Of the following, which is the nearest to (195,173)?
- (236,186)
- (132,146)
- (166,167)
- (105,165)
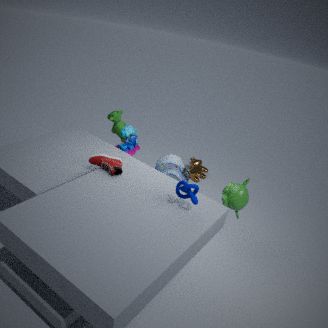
(166,167)
